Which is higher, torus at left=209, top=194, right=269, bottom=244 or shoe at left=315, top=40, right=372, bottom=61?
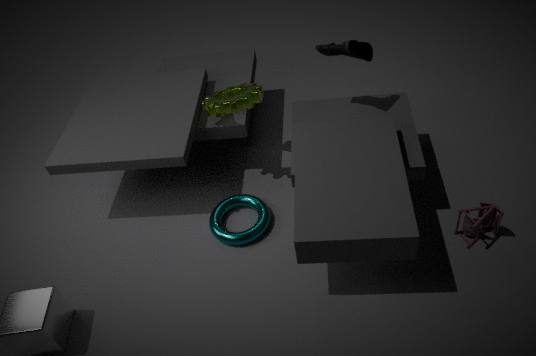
shoe at left=315, top=40, right=372, bottom=61
